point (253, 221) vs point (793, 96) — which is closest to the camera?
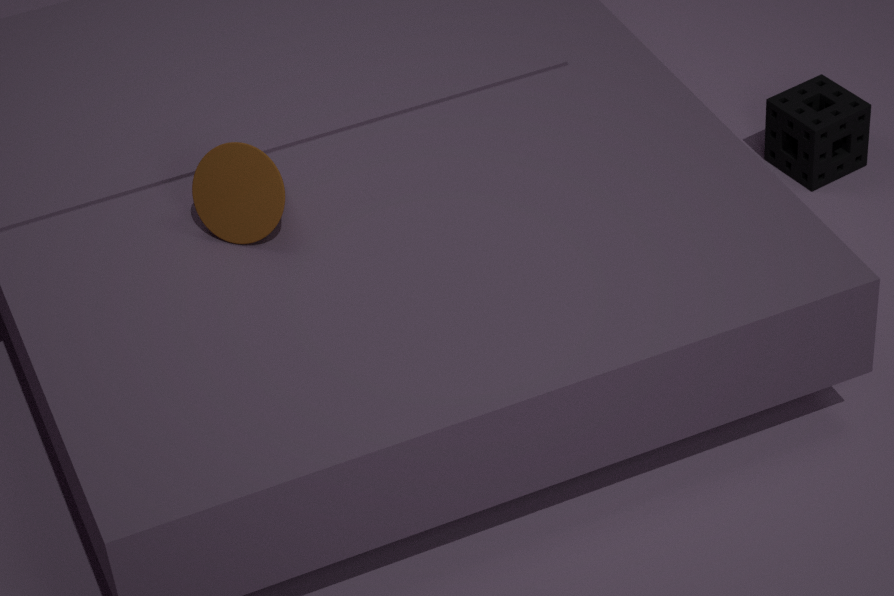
point (253, 221)
